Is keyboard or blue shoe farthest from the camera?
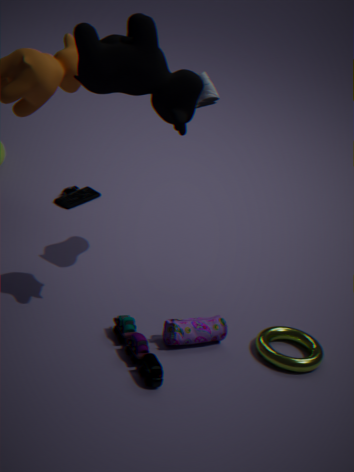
keyboard
